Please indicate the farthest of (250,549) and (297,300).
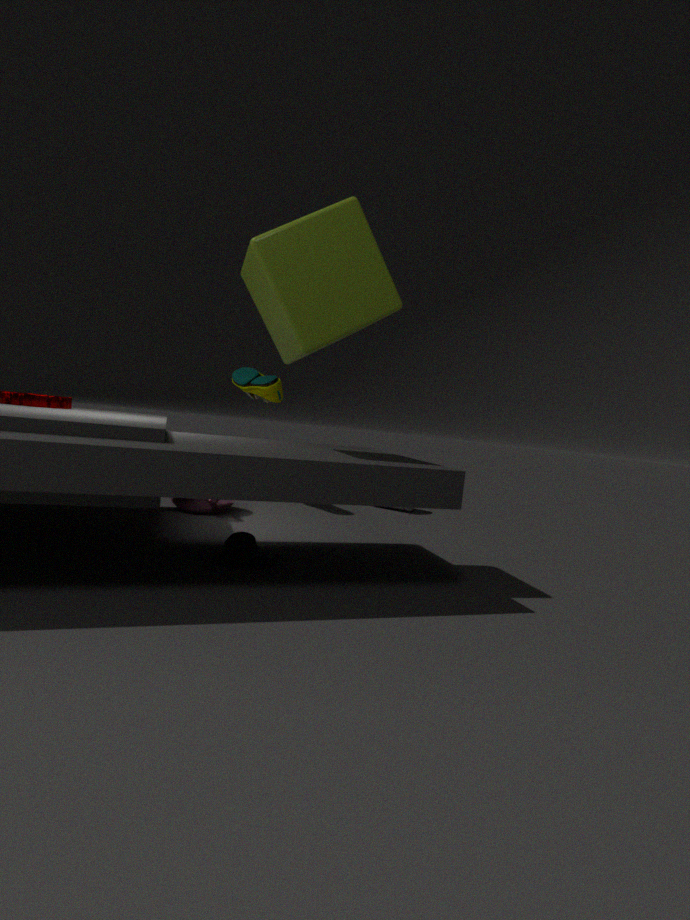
(250,549)
